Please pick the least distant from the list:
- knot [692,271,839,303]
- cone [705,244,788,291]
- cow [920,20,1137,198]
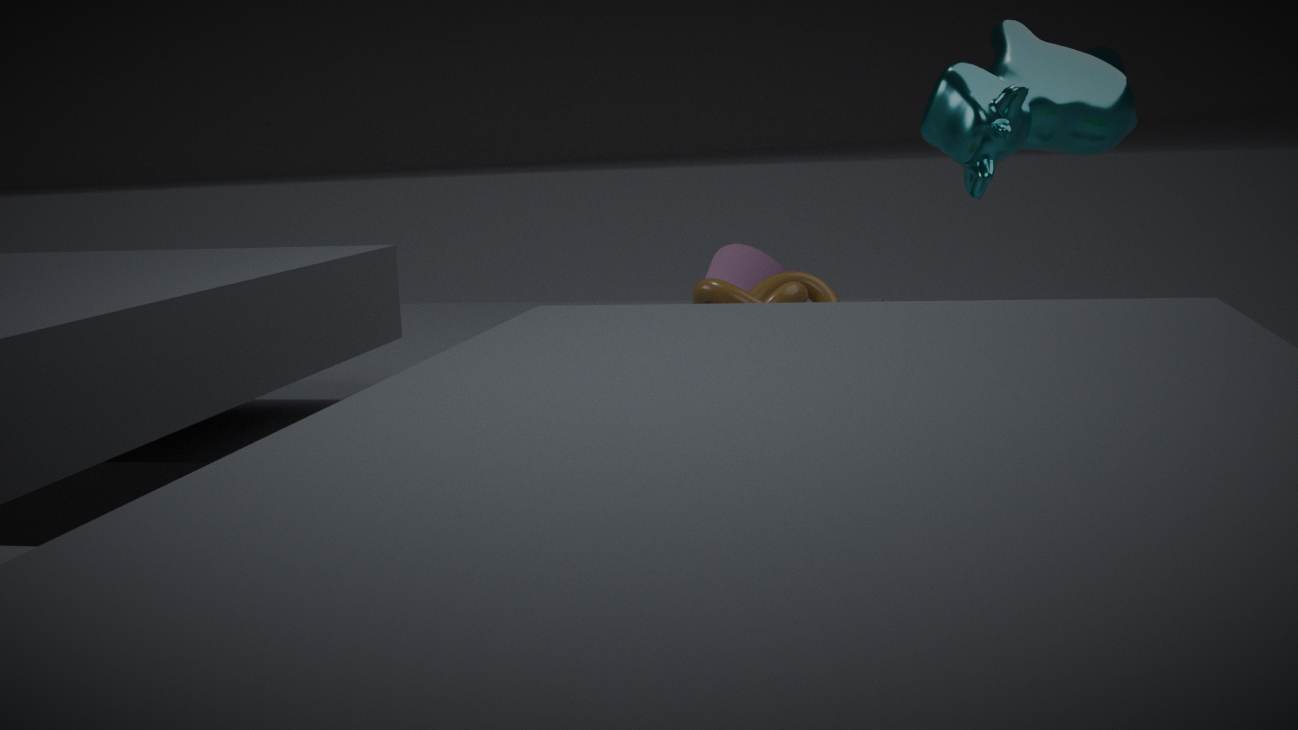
knot [692,271,839,303]
